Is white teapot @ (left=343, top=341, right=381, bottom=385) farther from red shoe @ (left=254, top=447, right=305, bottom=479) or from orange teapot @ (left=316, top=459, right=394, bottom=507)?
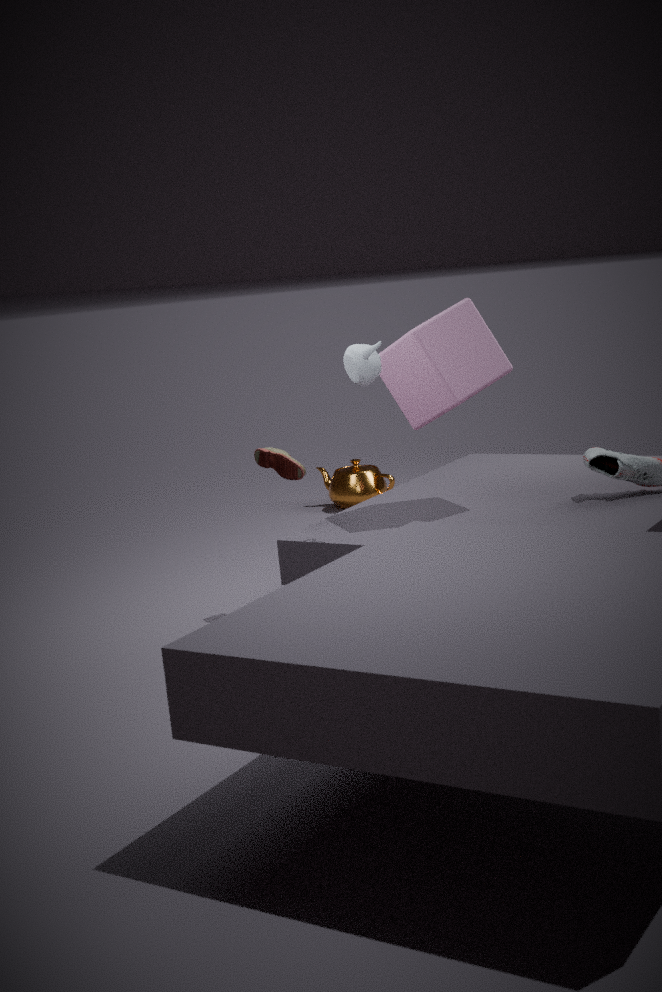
orange teapot @ (left=316, top=459, right=394, bottom=507)
